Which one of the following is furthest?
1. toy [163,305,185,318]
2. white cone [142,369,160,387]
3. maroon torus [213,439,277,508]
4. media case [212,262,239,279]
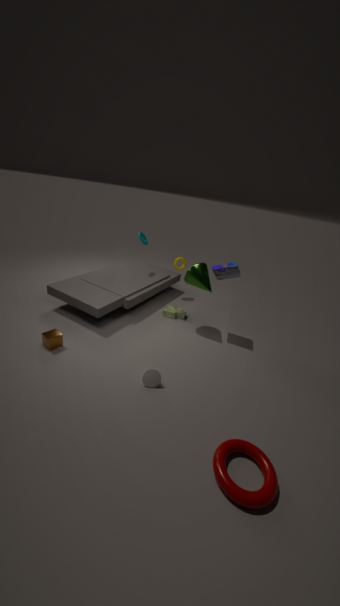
toy [163,305,185,318]
